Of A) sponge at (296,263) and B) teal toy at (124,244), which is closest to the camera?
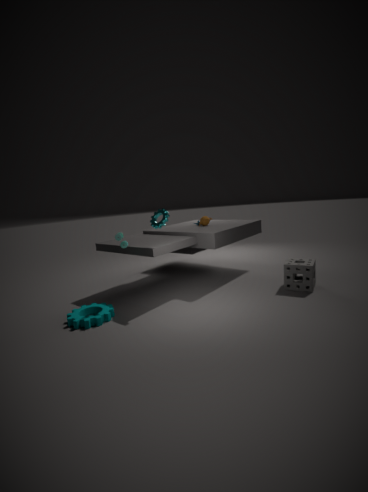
B. teal toy at (124,244)
